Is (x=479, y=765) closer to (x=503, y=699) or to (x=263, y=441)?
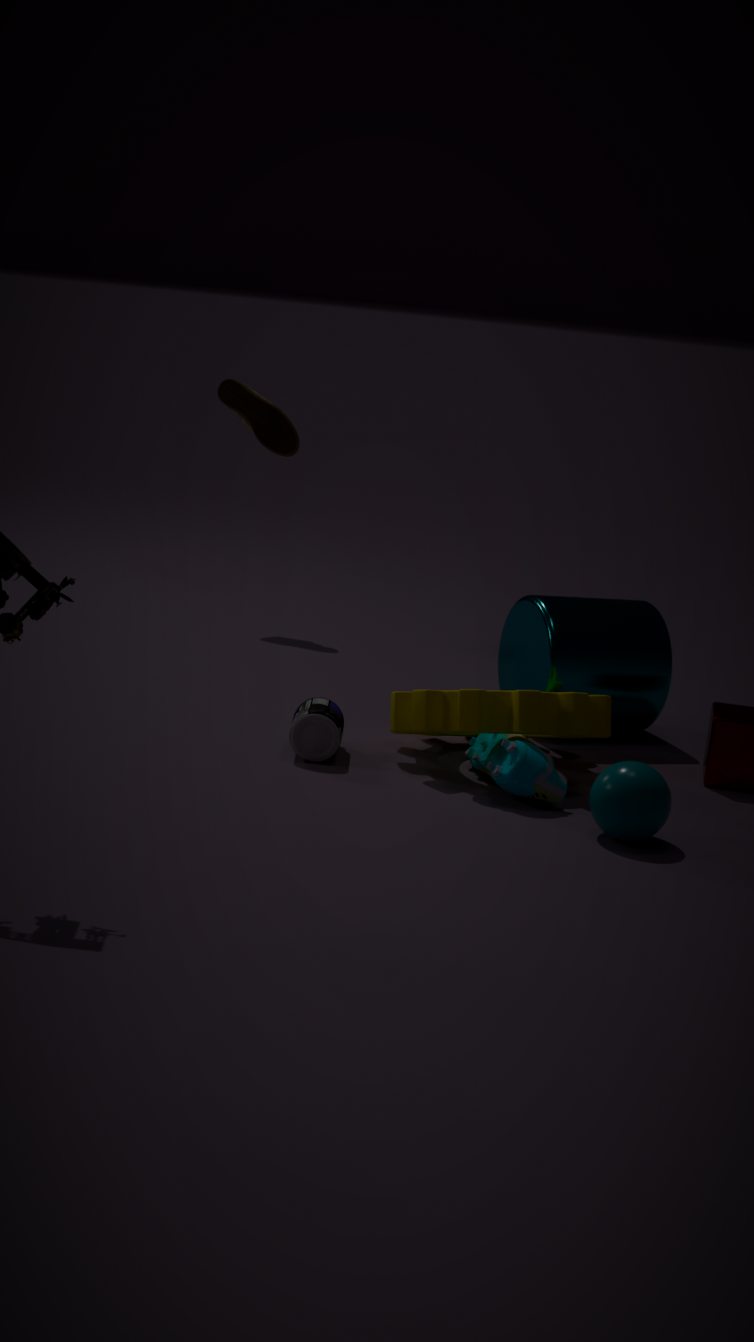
(x=503, y=699)
